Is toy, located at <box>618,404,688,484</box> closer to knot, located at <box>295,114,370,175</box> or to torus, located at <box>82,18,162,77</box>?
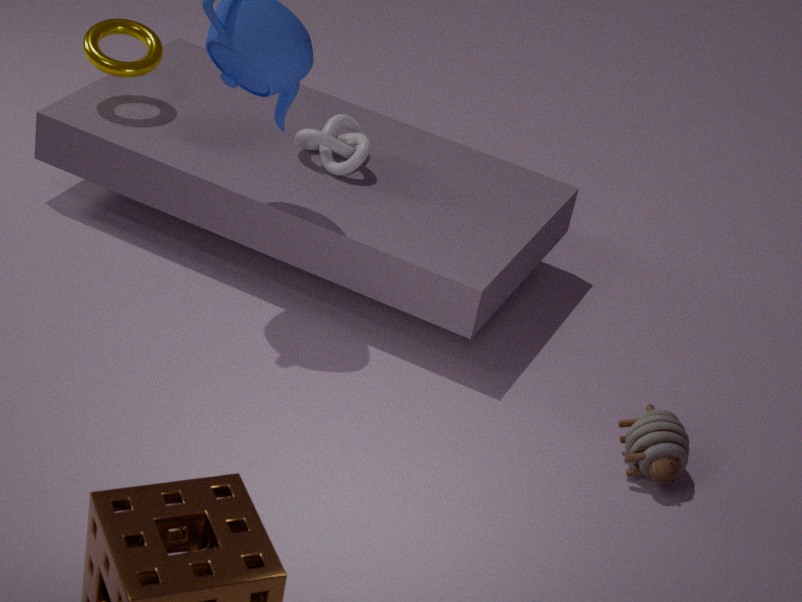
knot, located at <box>295,114,370,175</box>
